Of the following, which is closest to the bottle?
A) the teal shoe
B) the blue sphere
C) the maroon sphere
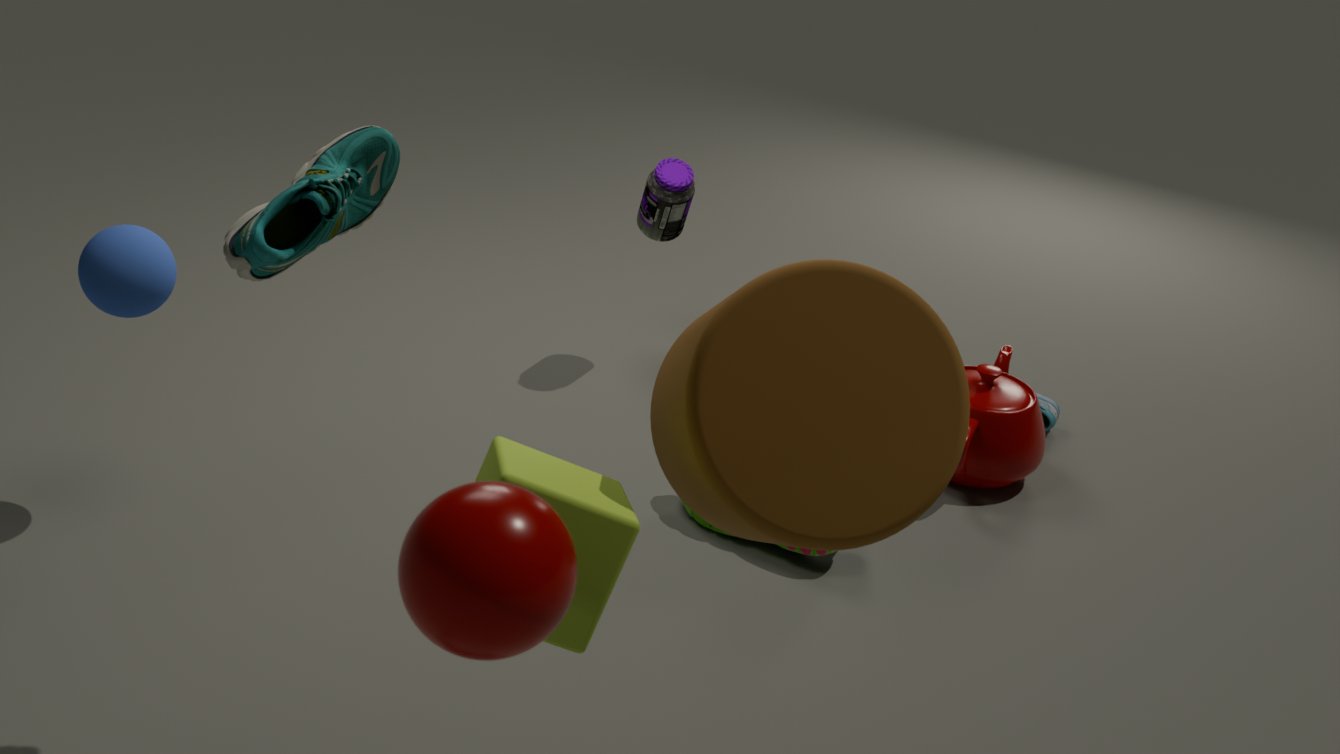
the blue sphere
